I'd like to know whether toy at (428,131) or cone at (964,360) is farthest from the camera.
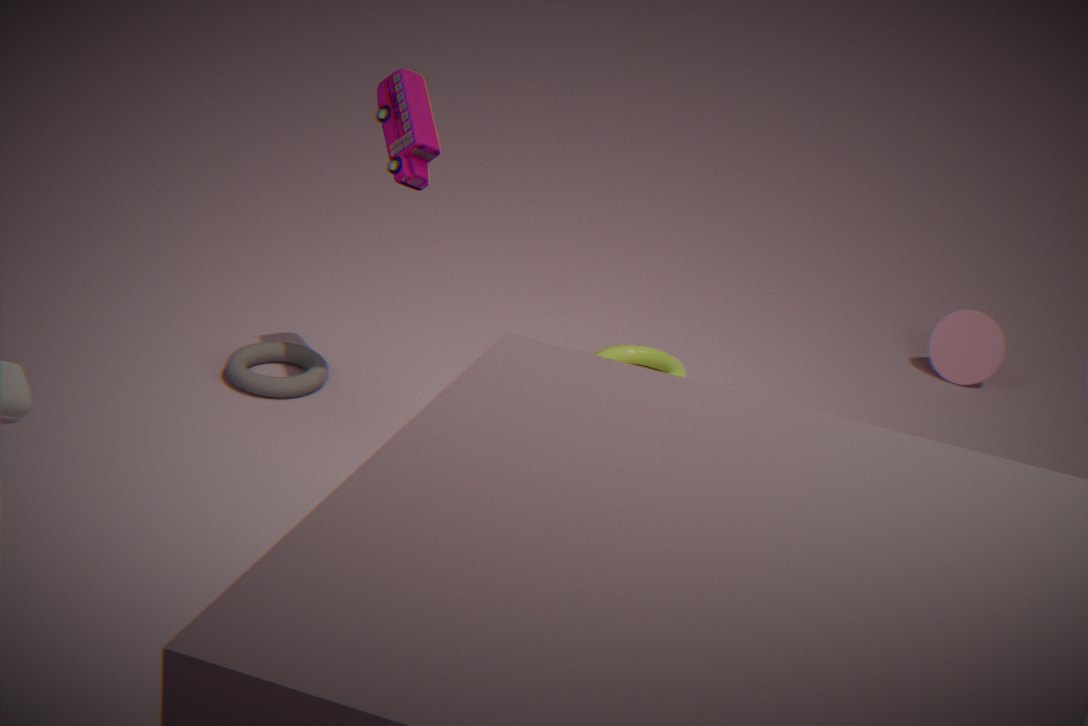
cone at (964,360)
